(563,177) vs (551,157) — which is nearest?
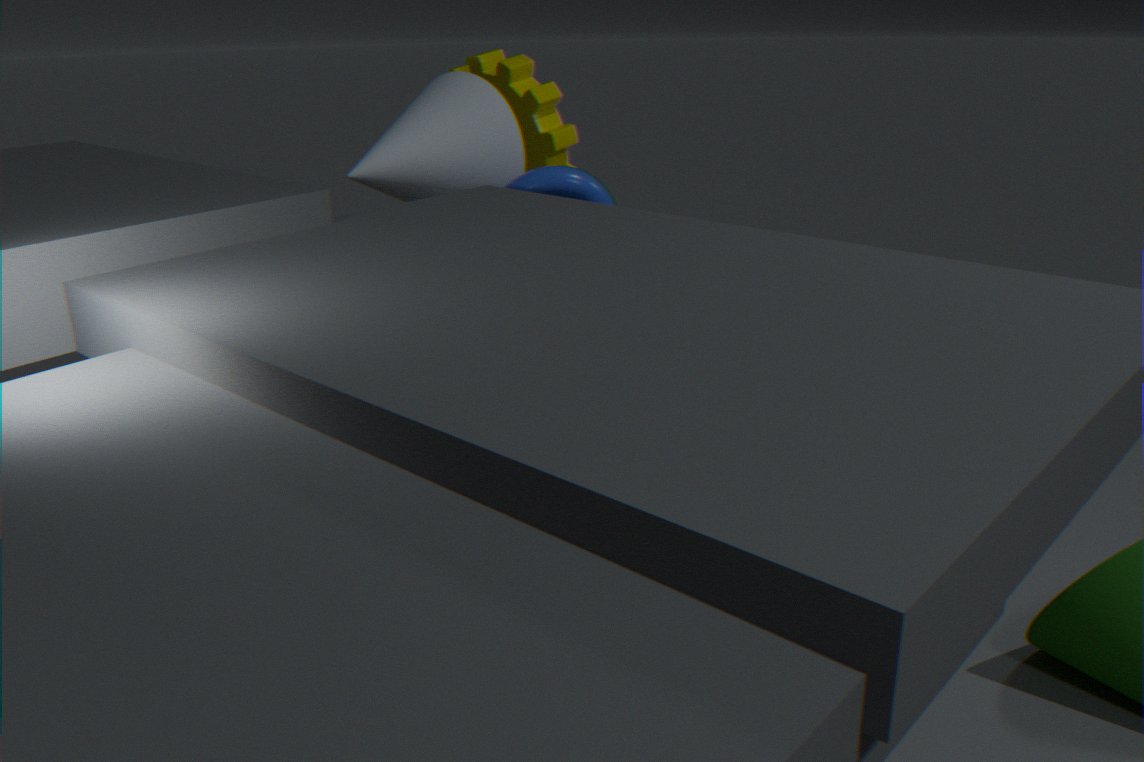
(563,177)
